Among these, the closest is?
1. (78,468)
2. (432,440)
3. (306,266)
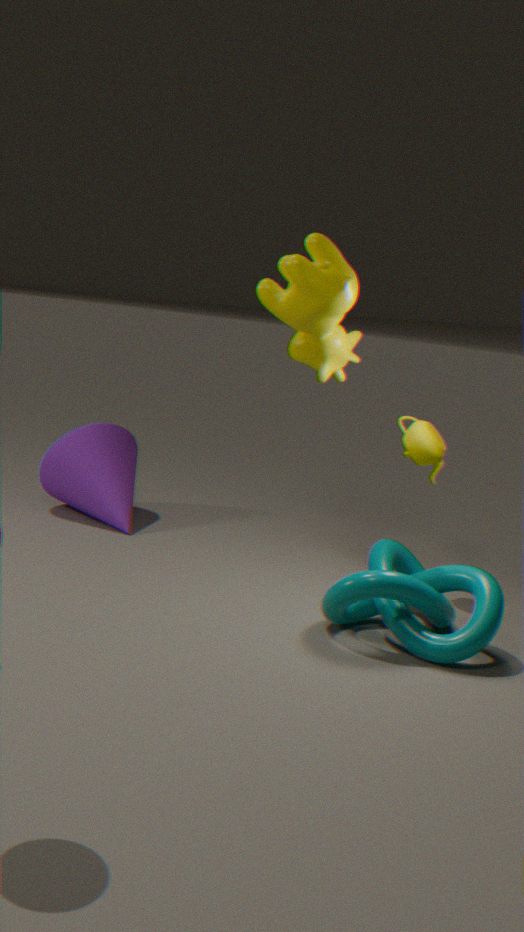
(306,266)
